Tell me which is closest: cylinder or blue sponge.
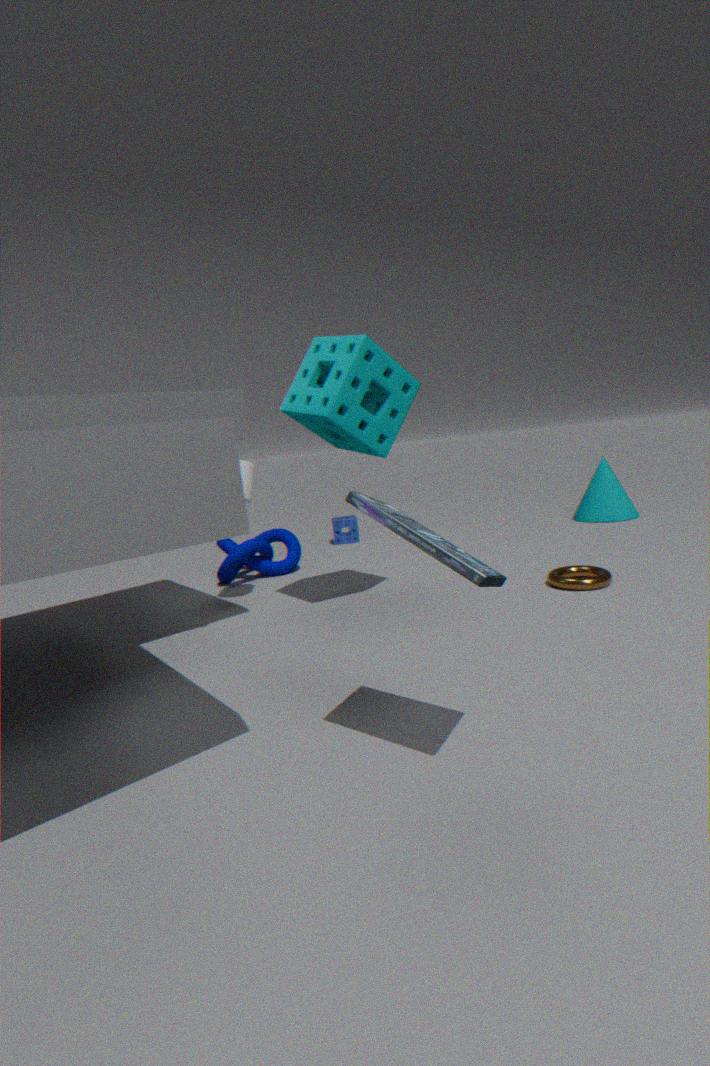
cylinder
